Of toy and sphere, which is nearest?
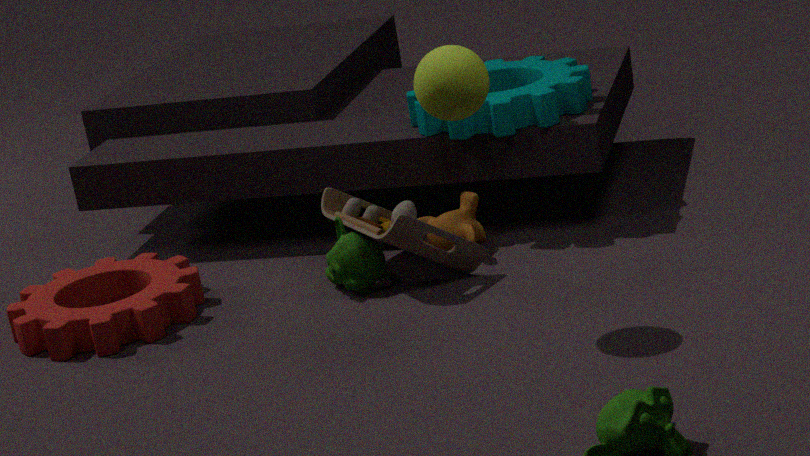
sphere
